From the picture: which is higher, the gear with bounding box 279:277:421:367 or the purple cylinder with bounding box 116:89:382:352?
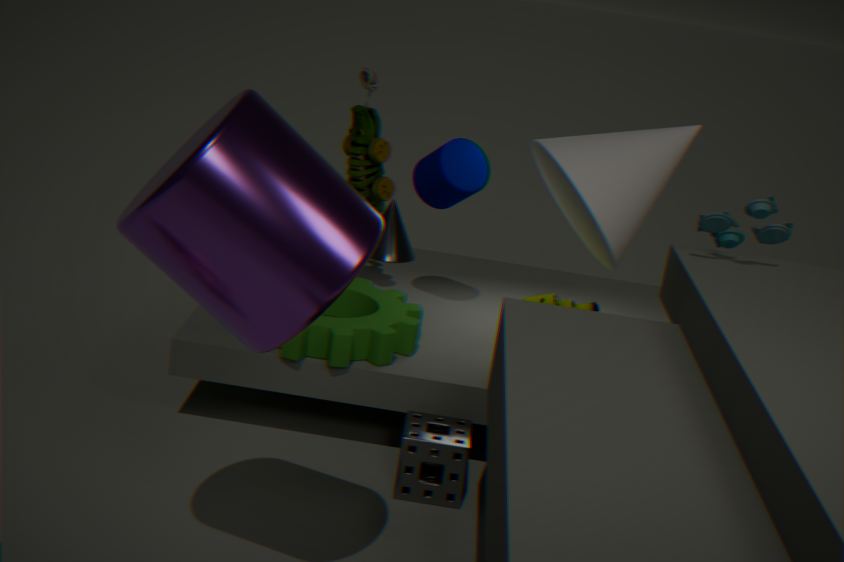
the purple cylinder with bounding box 116:89:382:352
